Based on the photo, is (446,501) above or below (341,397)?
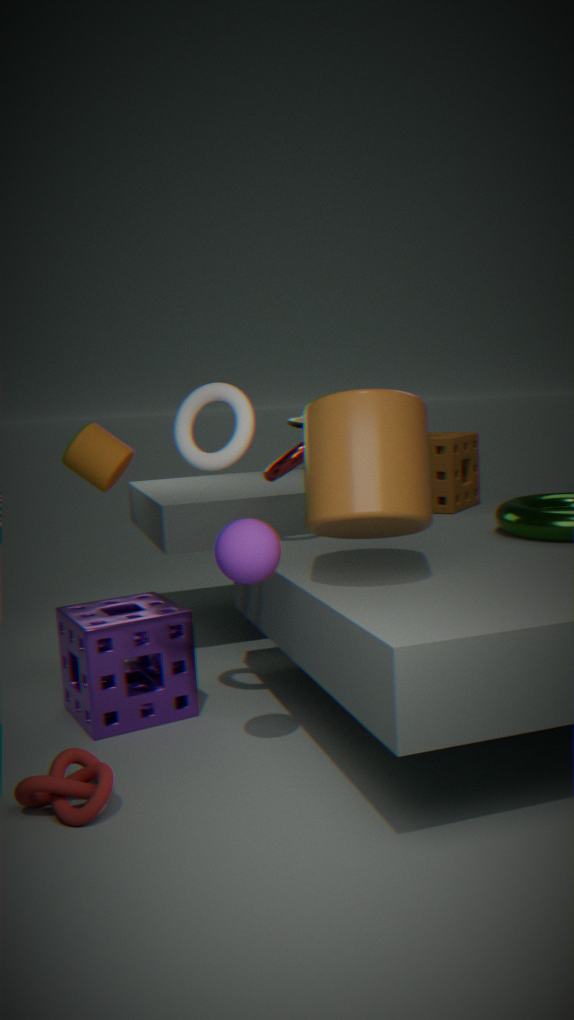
below
